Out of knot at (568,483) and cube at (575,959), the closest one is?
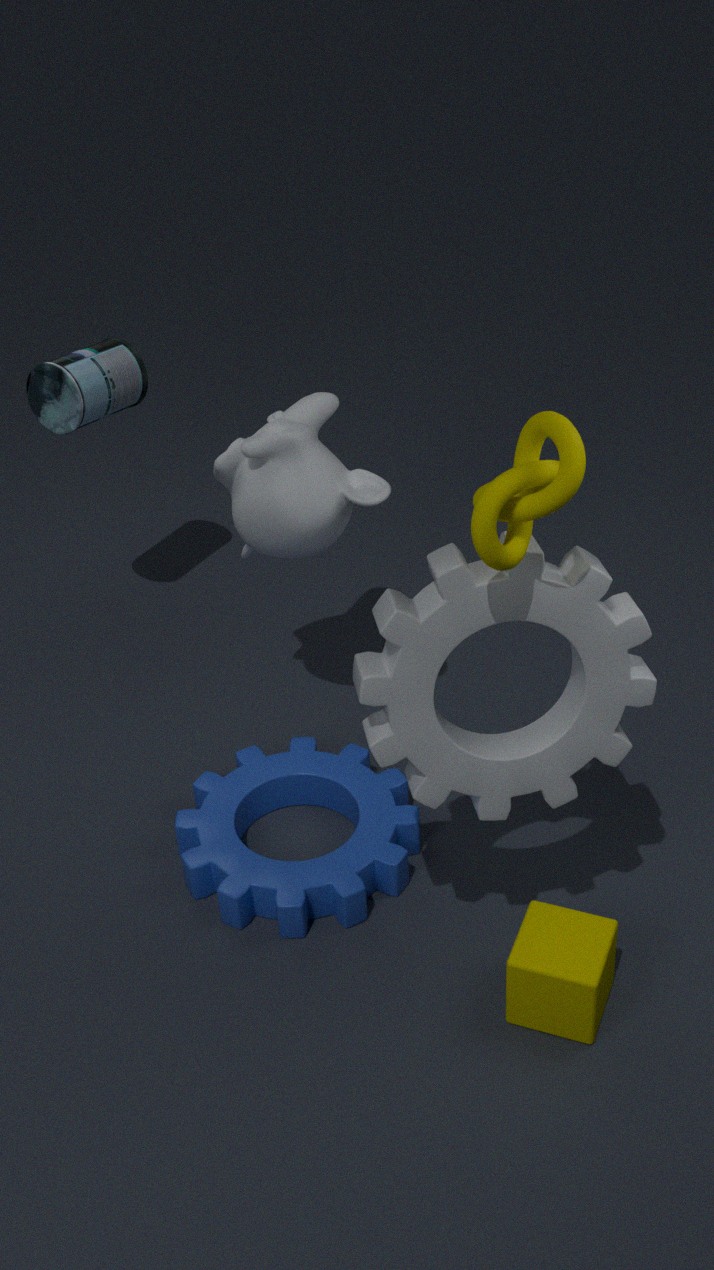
knot at (568,483)
